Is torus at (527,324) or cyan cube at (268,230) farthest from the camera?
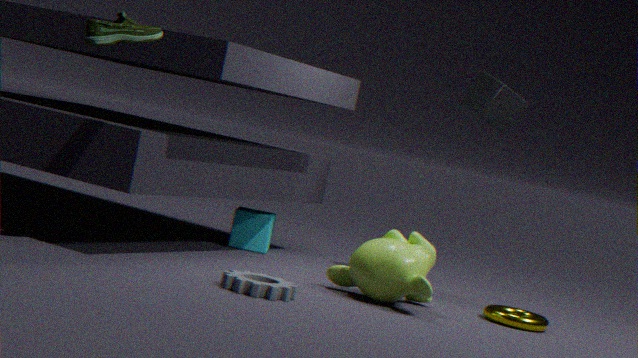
cyan cube at (268,230)
